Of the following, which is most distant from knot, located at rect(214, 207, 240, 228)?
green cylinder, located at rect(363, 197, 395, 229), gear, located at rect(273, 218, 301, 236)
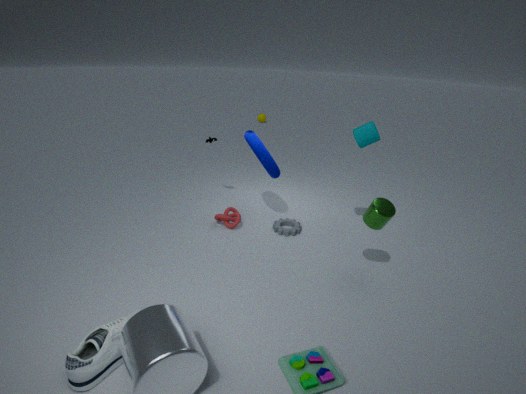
green cylinder, located at rect(363, 197, 395, 229)
